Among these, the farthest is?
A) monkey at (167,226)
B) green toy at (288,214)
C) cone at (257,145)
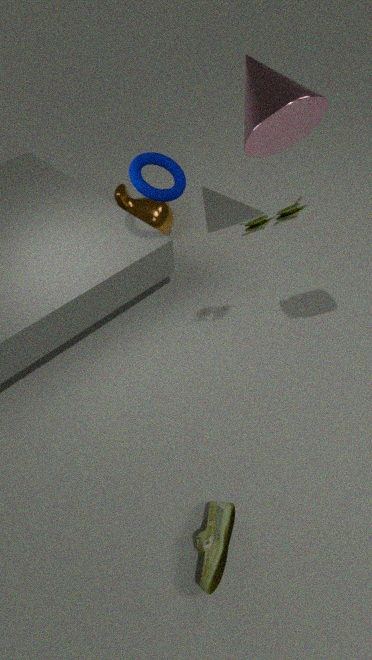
monkey at (167,226)
